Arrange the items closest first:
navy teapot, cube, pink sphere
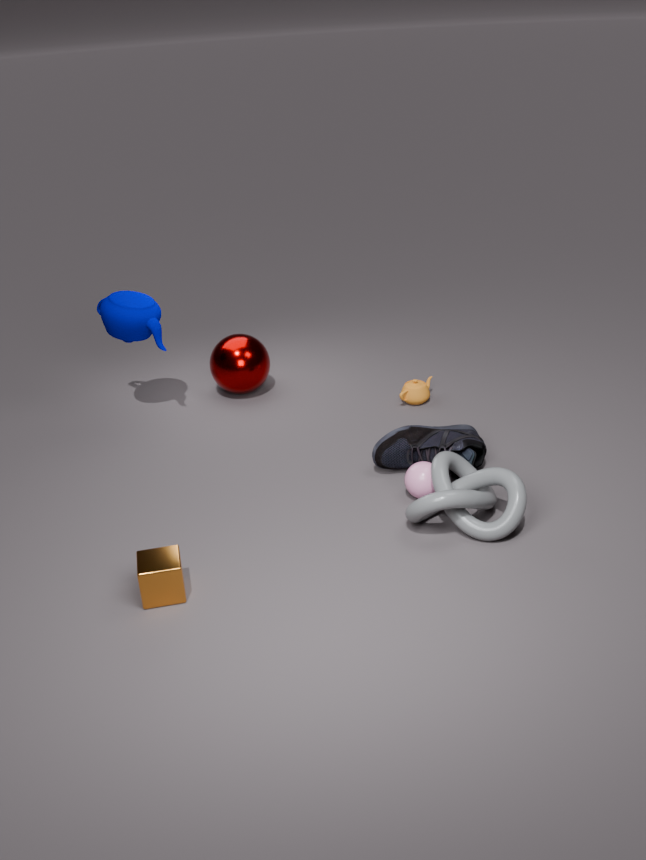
cube < pink sphere < navy teapot
